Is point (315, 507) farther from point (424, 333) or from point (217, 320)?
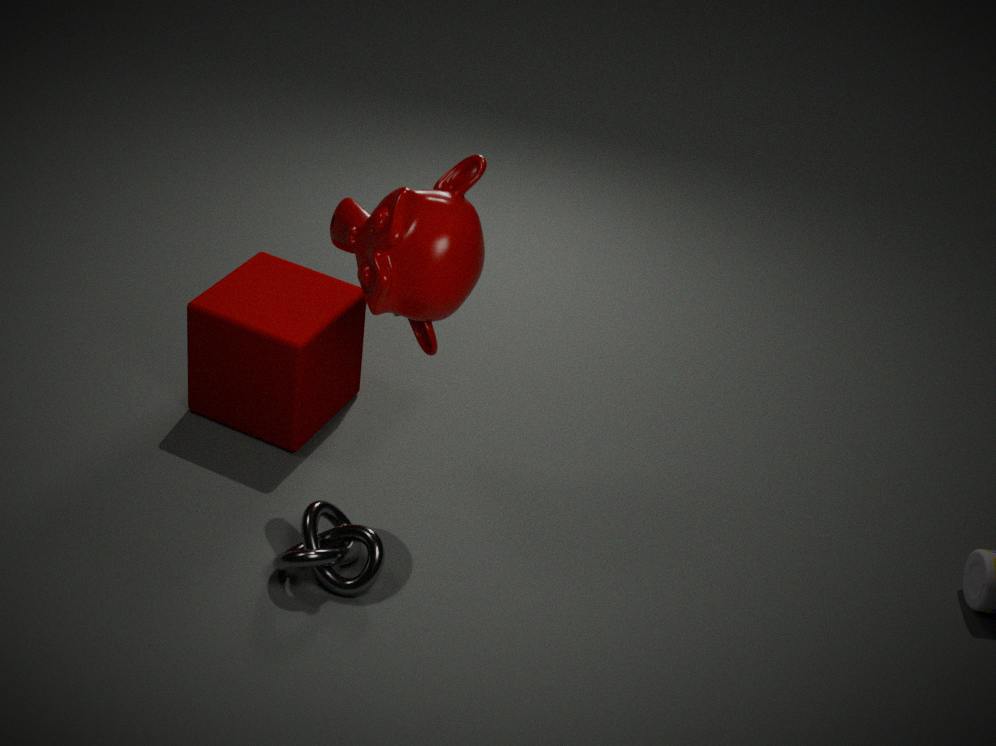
point (424, 333)
